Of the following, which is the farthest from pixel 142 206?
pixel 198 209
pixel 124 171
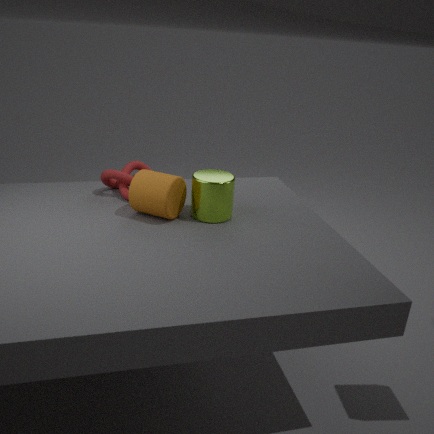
pixel 124 171
